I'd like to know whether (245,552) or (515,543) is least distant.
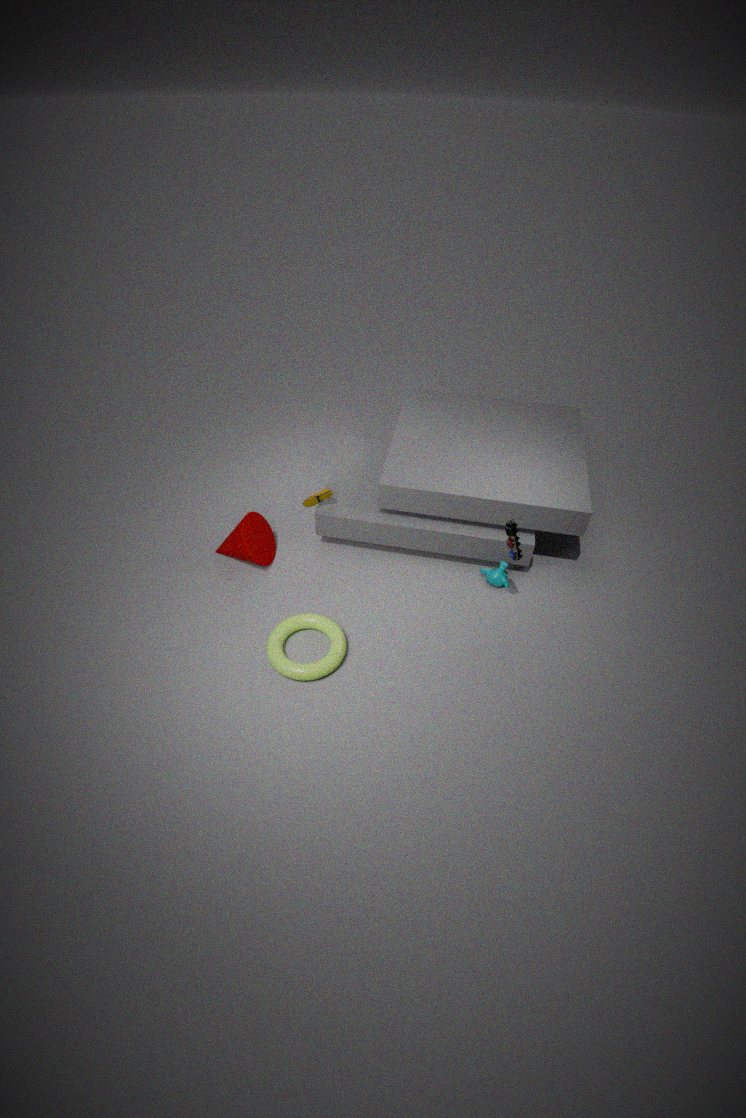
(515,543)
